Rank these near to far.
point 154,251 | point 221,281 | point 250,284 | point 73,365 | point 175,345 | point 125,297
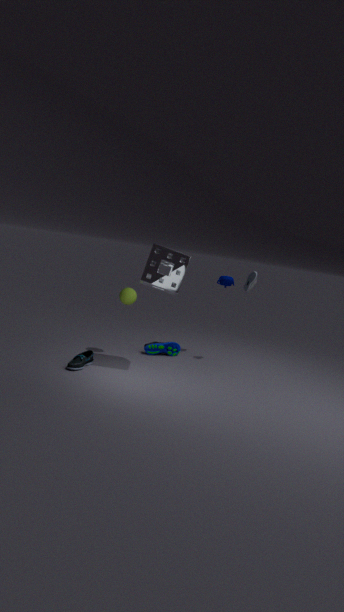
point 73,365 → point 154,251 → point 125,297 → point 250,284 → point 175,345 → point 221,281
